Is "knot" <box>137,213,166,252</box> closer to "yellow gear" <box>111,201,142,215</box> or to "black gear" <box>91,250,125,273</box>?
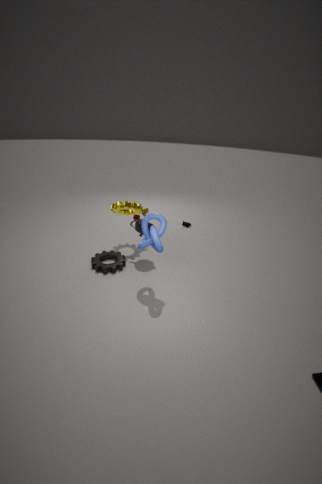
"black gear" <box>91,250,125,273</box>
